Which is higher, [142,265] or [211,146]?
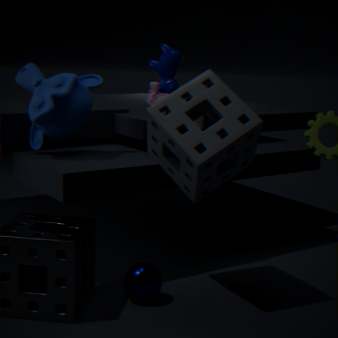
[211,146]
